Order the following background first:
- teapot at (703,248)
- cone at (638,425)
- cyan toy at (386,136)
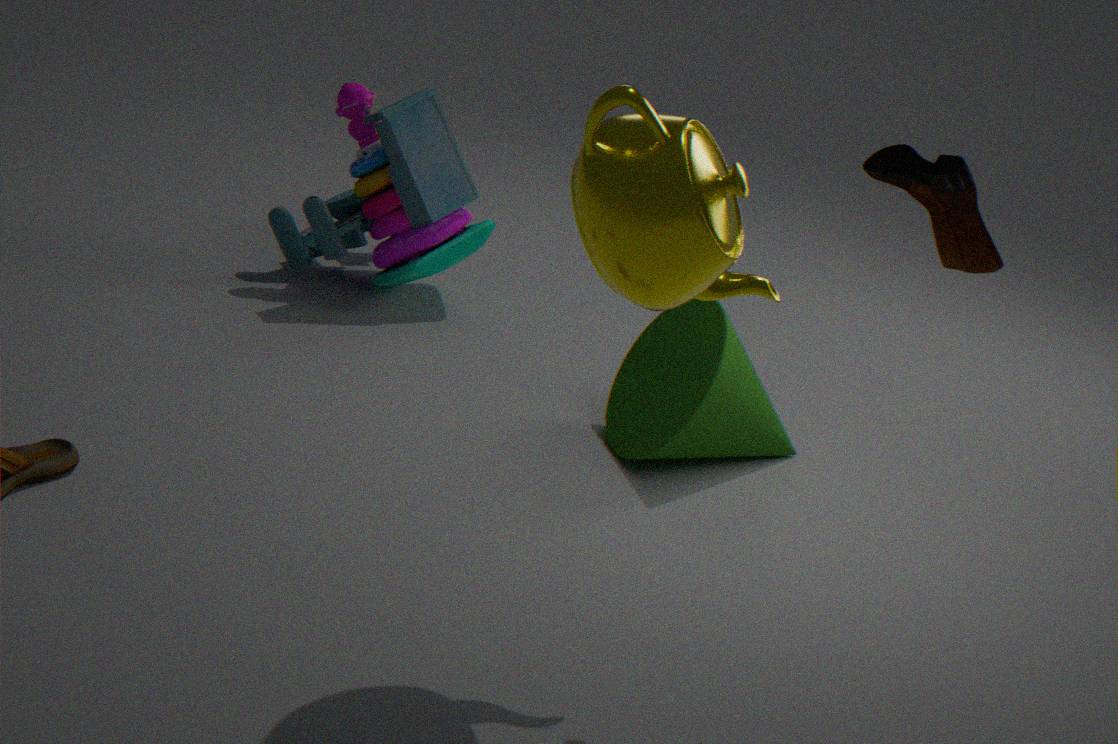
1. cyan toy at (386,136)
2. cone at (638,425)
3. teapot at (703,248)
